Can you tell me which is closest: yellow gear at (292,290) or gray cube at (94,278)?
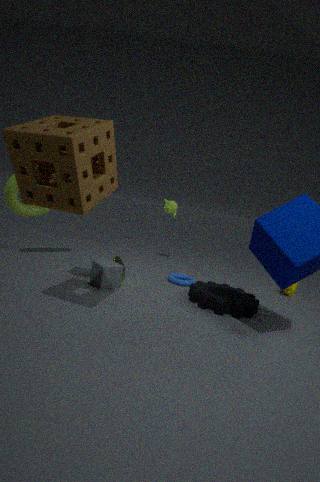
gray cube at (94,278)
